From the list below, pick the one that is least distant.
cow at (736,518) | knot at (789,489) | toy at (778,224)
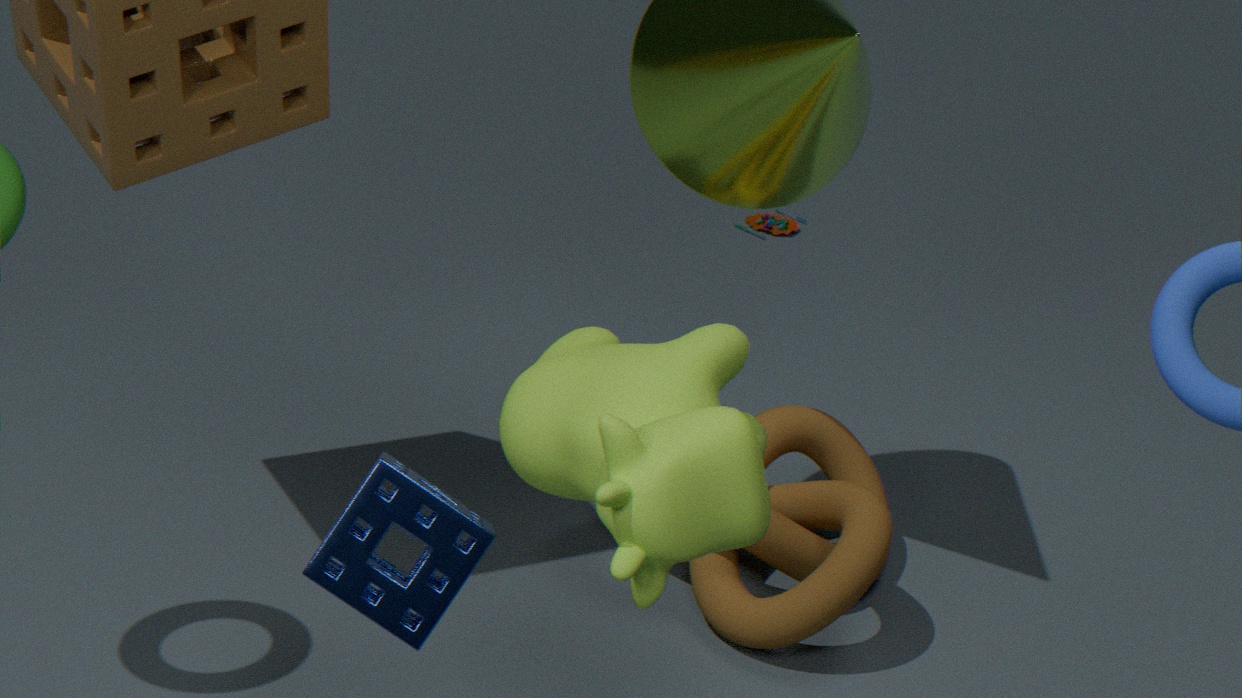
cow at (736,518)
